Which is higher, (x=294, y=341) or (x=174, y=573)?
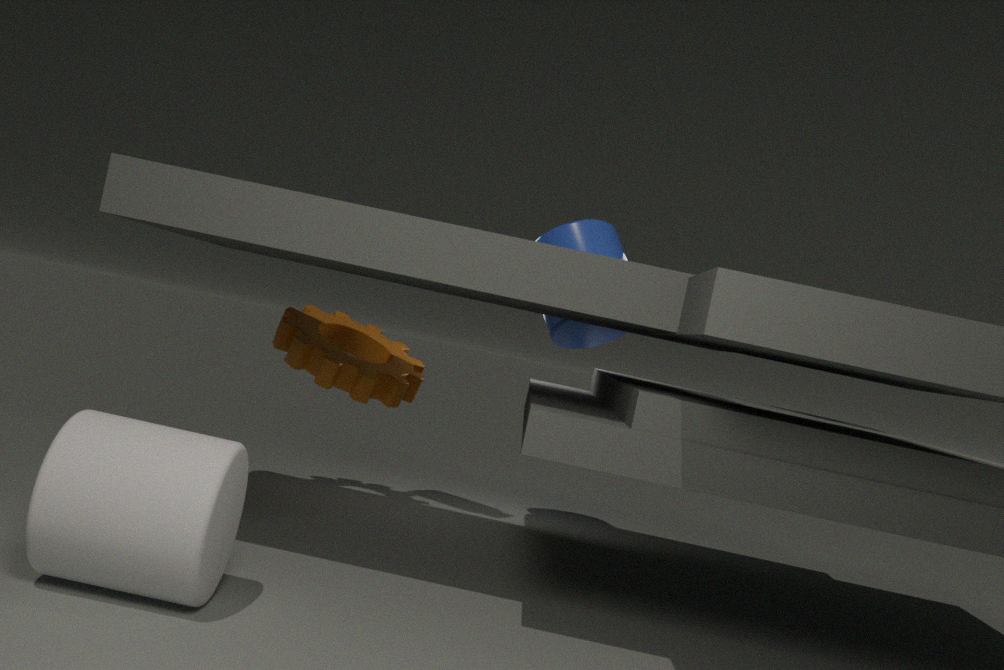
(x=294, y=341)
